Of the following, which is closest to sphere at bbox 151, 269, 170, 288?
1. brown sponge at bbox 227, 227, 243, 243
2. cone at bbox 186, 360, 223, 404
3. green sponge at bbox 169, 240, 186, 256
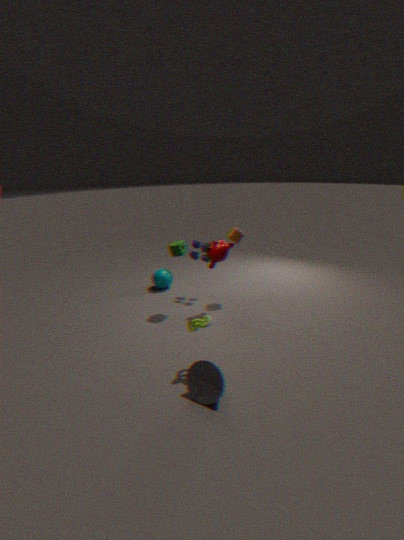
green sponge at bbox 169, 240, 186, 256
